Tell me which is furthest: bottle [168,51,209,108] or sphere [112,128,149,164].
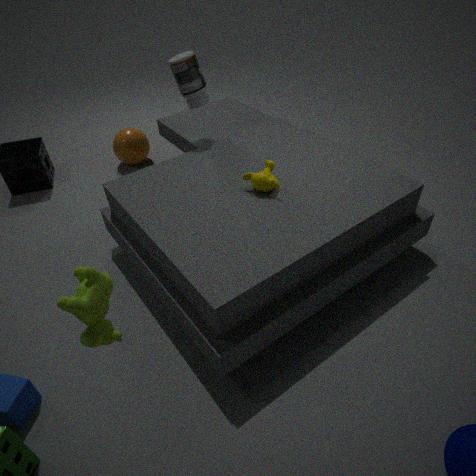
sphere [112,128,149,164]
